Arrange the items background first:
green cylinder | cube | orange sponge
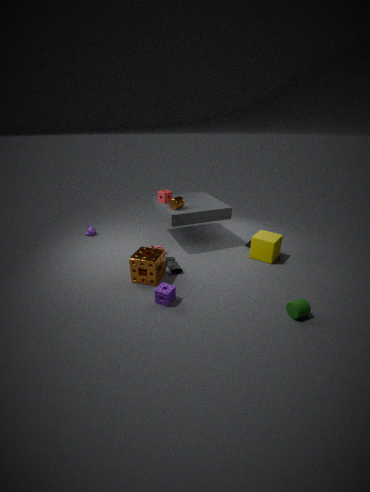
cube, orange sponge, green cylinder
